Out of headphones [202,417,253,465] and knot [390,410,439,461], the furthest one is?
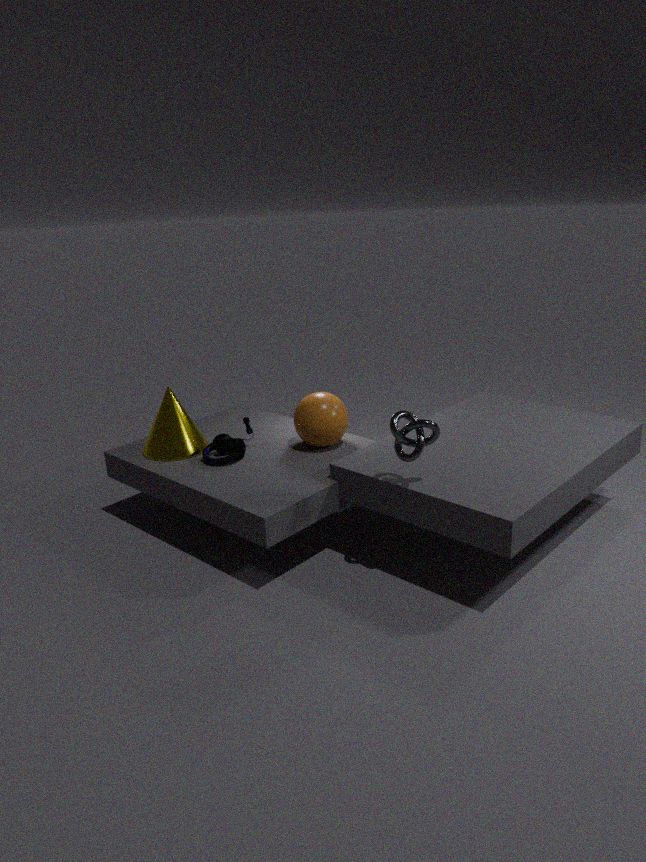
headphones [202,417,253,465]
